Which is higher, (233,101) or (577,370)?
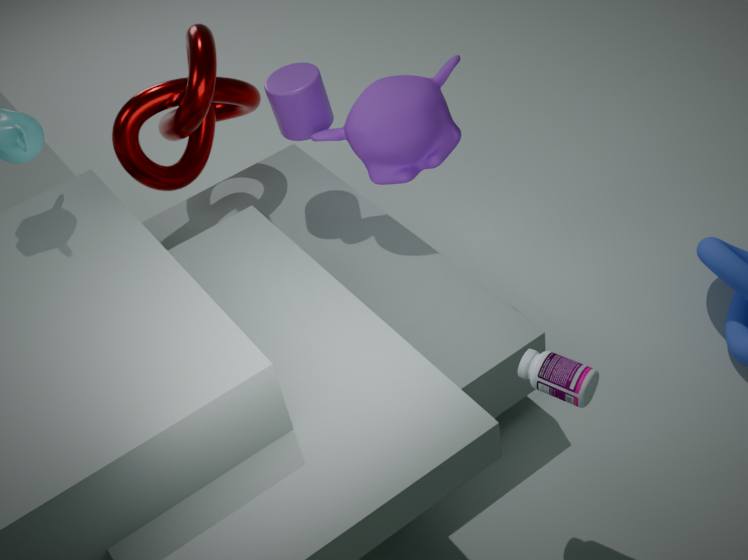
(233,101)
